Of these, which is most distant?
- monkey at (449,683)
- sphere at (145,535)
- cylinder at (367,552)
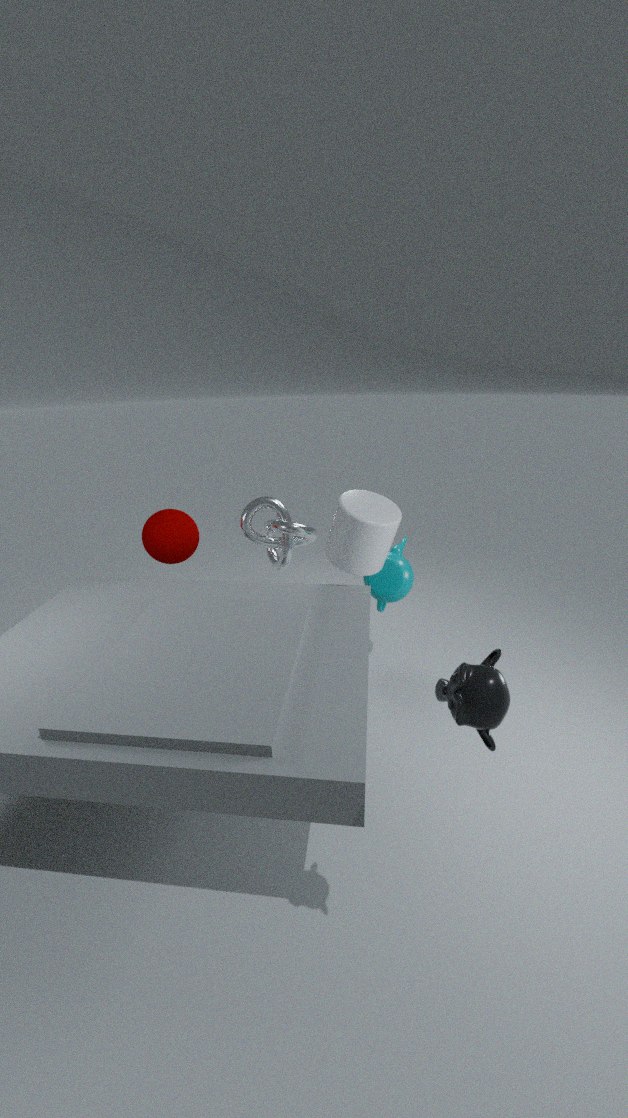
sphere at (145,535)
